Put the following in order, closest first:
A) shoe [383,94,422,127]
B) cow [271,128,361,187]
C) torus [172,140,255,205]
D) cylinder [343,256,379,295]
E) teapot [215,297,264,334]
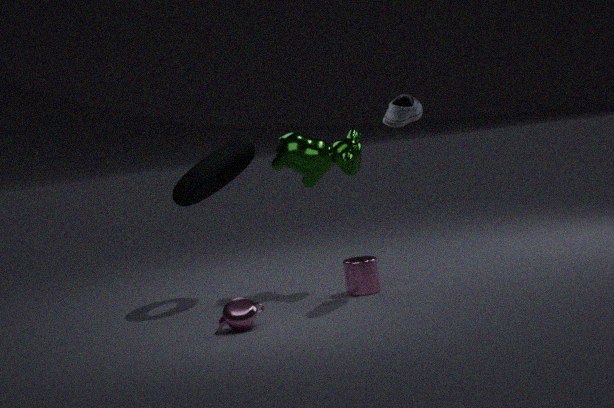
teapot [215,297,264,334] → shoe [383,94,422,127] → cylinder [343,256,379,295] → torus [172,140,255,205] → cow [271,128,361,187]
